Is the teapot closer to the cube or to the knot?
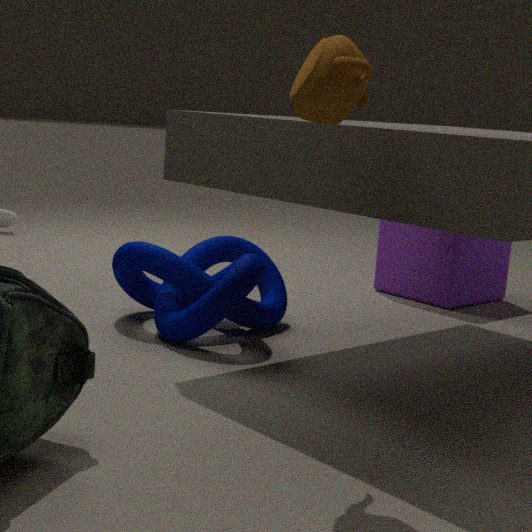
the knot
